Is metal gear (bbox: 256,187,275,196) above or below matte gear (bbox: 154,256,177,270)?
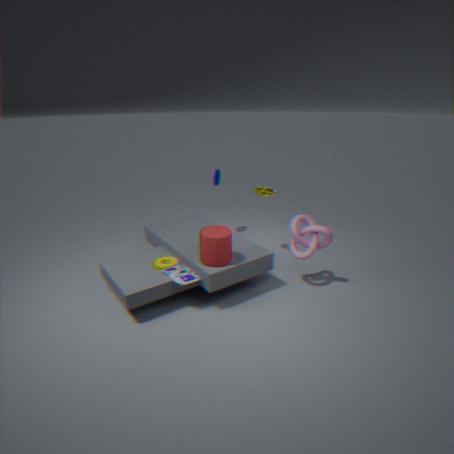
above
